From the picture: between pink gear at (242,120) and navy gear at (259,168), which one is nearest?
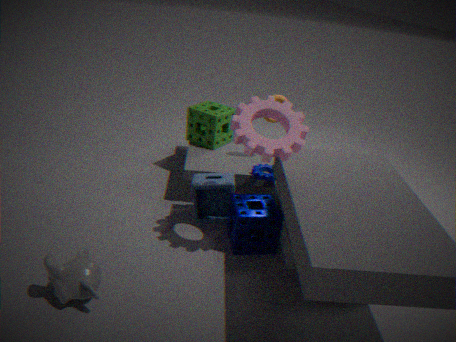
pink gear at (242,120)
